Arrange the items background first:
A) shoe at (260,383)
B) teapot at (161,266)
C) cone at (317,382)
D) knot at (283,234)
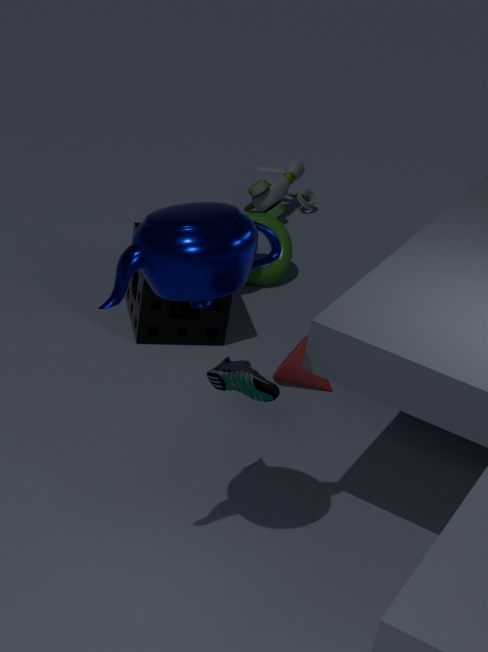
knot at (283,234) < cone at (317,382) < shoe at (260,383) < teapot at (161,266)
